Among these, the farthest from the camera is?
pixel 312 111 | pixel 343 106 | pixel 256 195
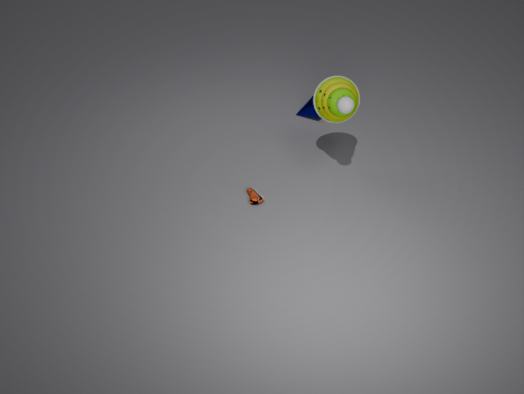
pixel 312 111
